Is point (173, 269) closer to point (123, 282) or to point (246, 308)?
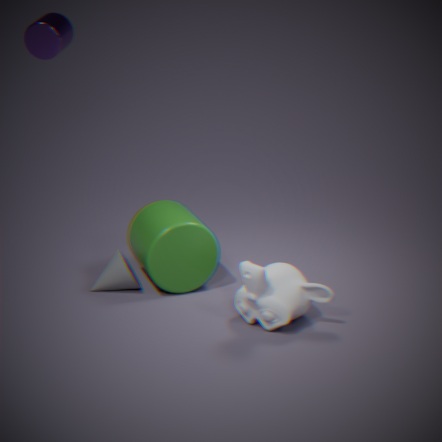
point (123, 282)
